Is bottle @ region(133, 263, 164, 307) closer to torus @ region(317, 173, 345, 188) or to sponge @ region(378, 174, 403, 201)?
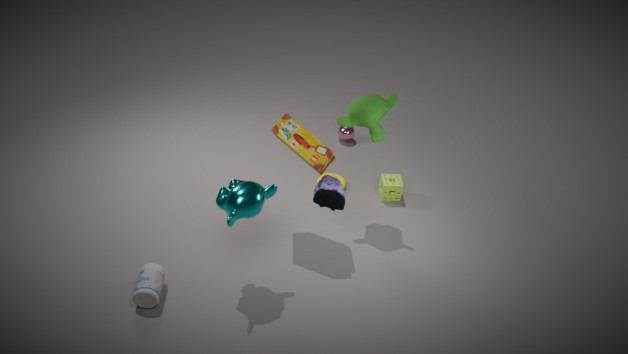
torus @ region(317, 173, 345, 188)
